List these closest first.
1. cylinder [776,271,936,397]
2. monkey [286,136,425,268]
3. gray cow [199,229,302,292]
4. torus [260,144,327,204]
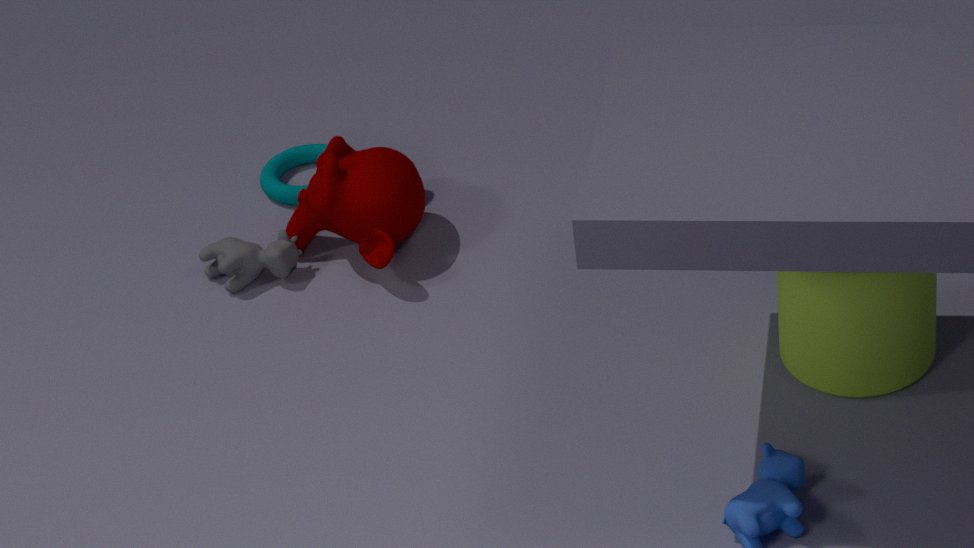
1. cylinder [776,271,936,397]
2. monkey [286,136,425,268]
3. gray cow [199,229,302,292]
4. torus [260,144,327,204]
